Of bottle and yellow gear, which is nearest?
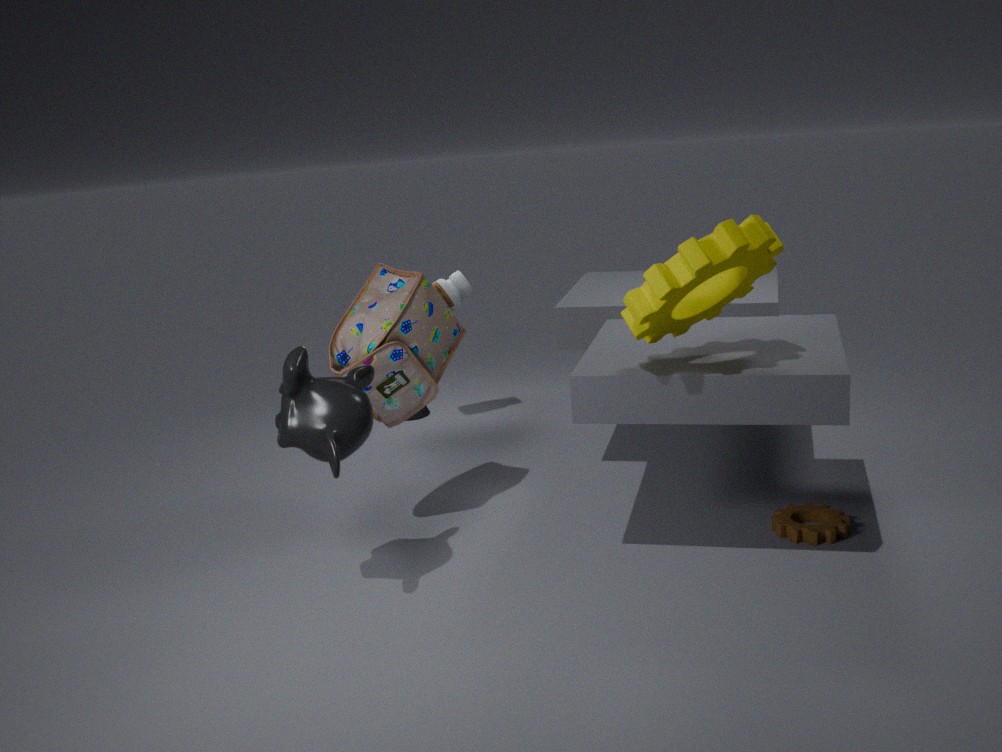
yellow gear
